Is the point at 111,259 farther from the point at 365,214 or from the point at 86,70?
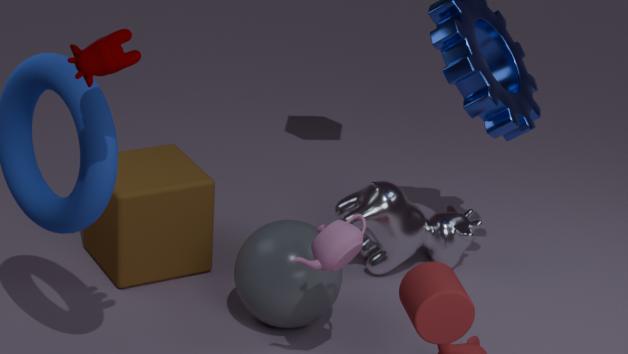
the point at 86,70
